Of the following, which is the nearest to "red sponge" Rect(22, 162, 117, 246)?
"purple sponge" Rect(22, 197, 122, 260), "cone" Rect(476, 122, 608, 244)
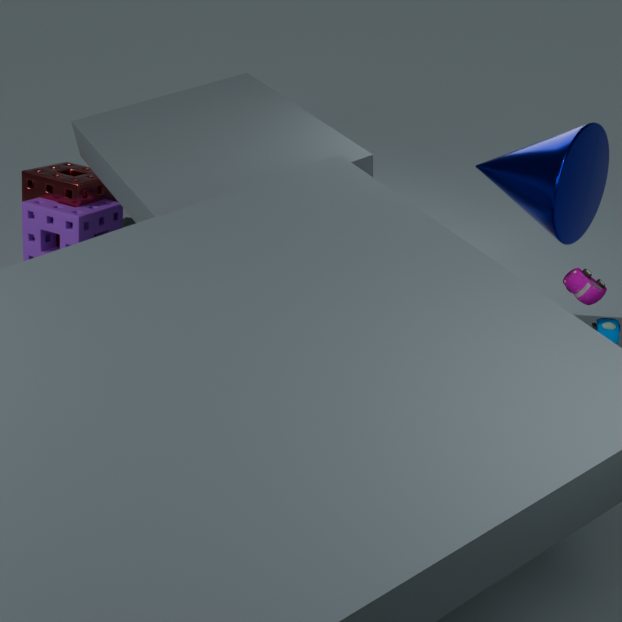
"purple sponge" Rect(22, 197, 122, 260)
